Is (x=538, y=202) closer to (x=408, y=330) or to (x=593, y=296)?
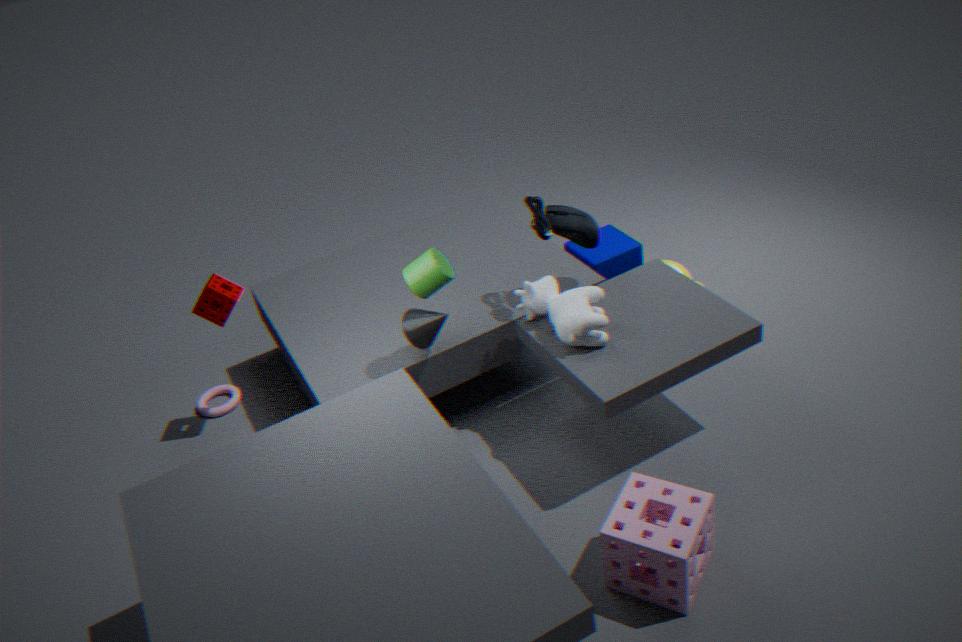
(x=593, y=296)
